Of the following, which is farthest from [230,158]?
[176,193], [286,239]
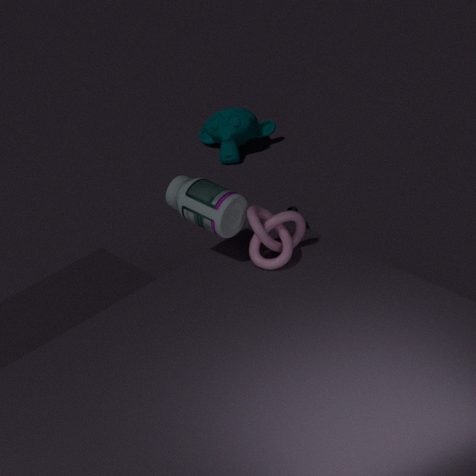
[286,239]
